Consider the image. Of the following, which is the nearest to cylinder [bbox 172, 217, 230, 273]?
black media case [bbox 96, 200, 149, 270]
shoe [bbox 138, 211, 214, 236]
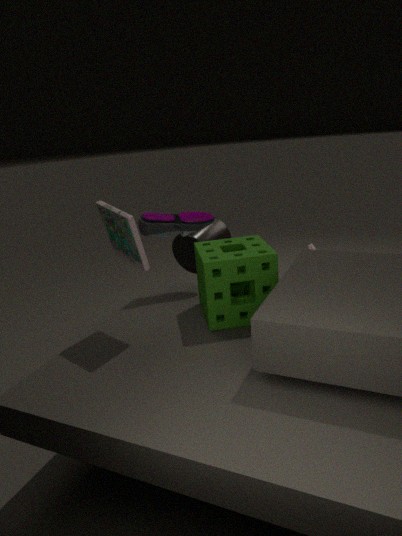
shoe [bbox 138, 211, 214, 236]
